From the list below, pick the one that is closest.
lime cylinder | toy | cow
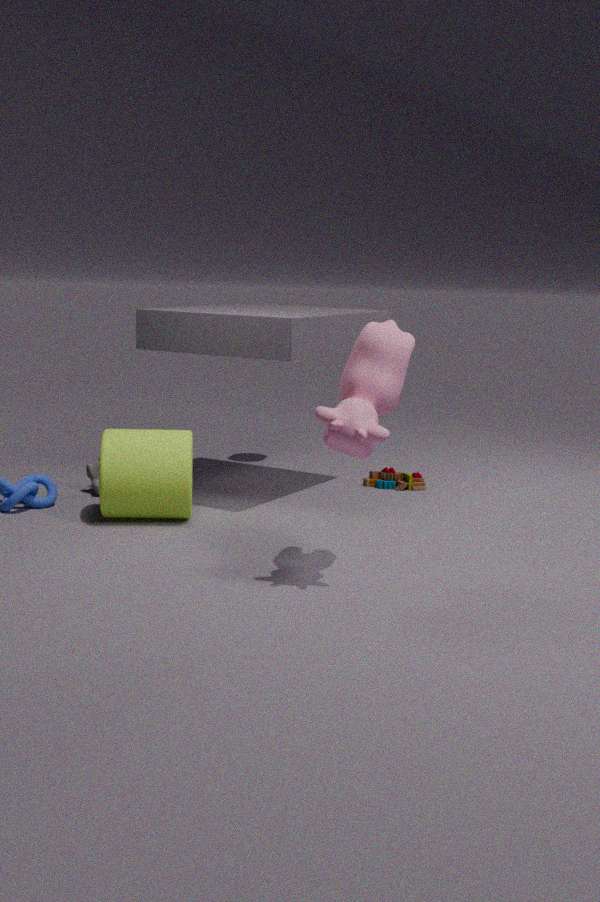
cow
